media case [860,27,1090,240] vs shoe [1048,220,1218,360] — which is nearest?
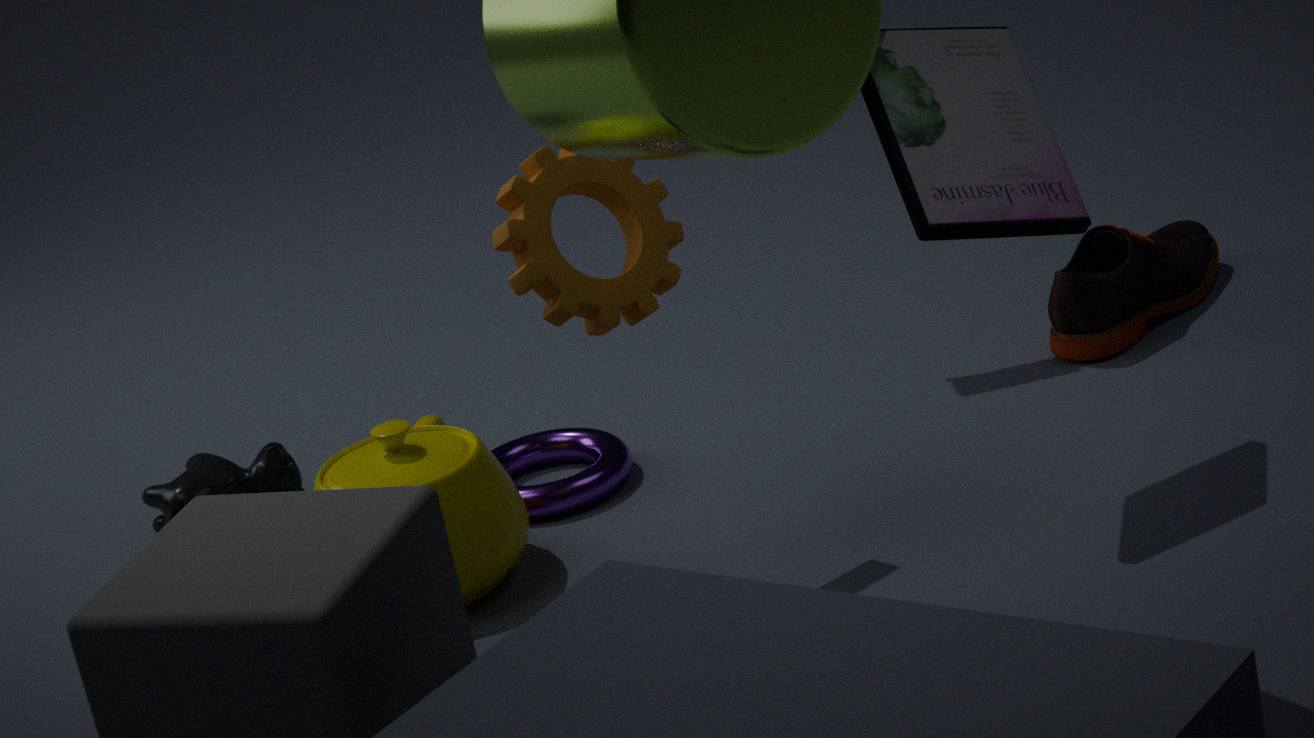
media case [860,27,1090,240]
